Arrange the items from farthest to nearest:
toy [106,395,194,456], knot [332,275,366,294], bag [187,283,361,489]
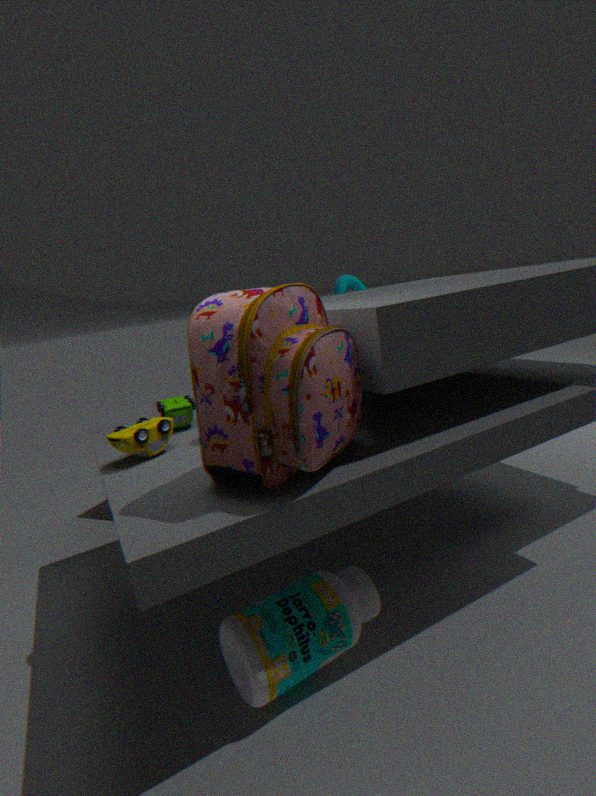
1. knot [332,275,366,294]
2. toy [106,395,194,456]
3. bag [187,283,361,489]
